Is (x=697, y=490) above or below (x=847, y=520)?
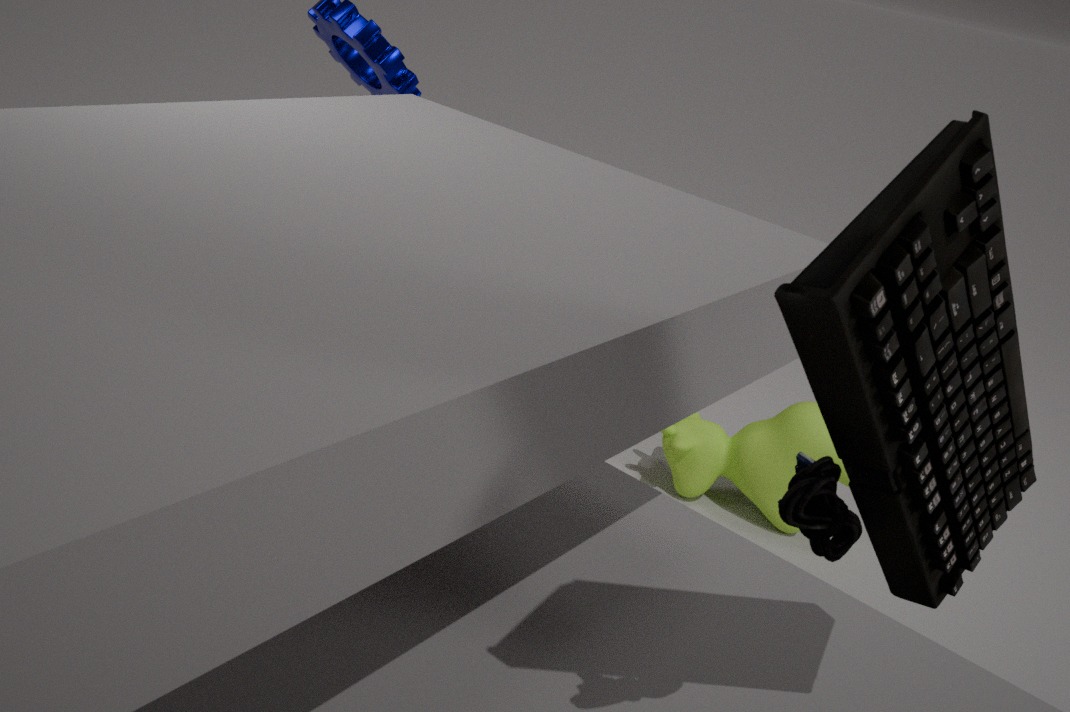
below
